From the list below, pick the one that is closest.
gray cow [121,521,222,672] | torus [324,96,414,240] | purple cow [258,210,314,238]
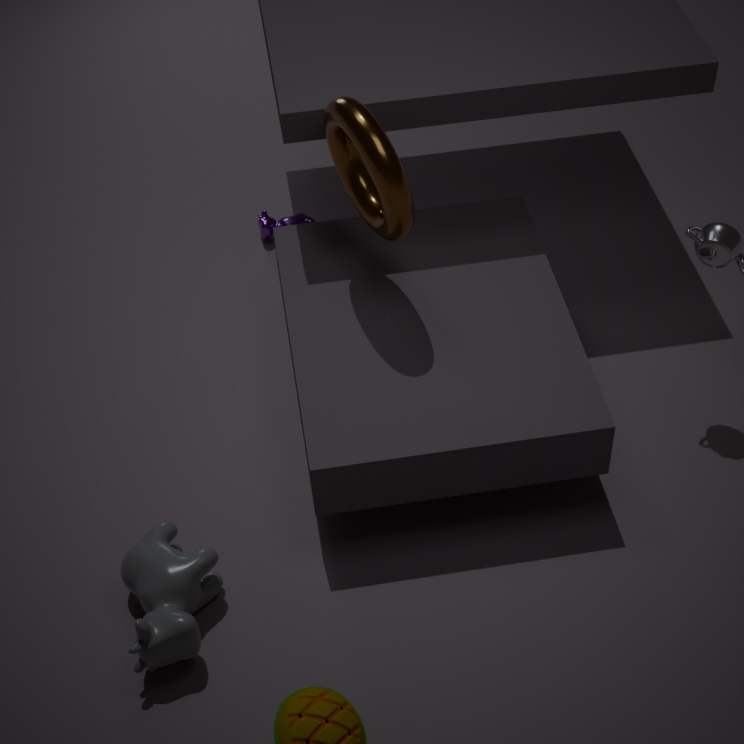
gray cow [121,521,222,672]
